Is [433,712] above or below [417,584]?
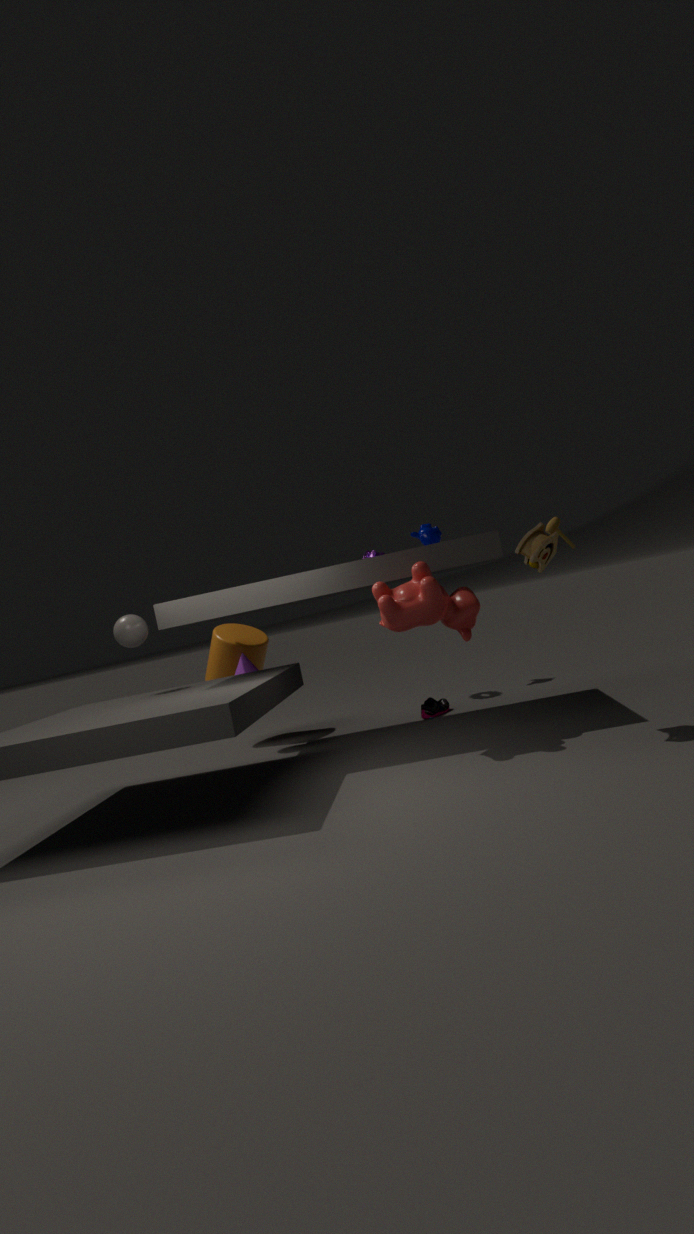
below
